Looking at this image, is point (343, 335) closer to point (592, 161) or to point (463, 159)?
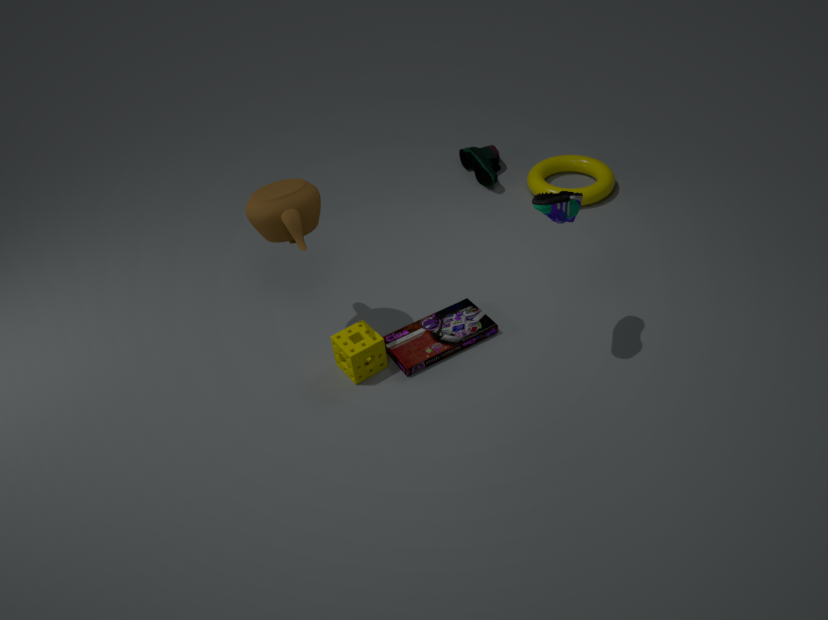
point (463, 159)
